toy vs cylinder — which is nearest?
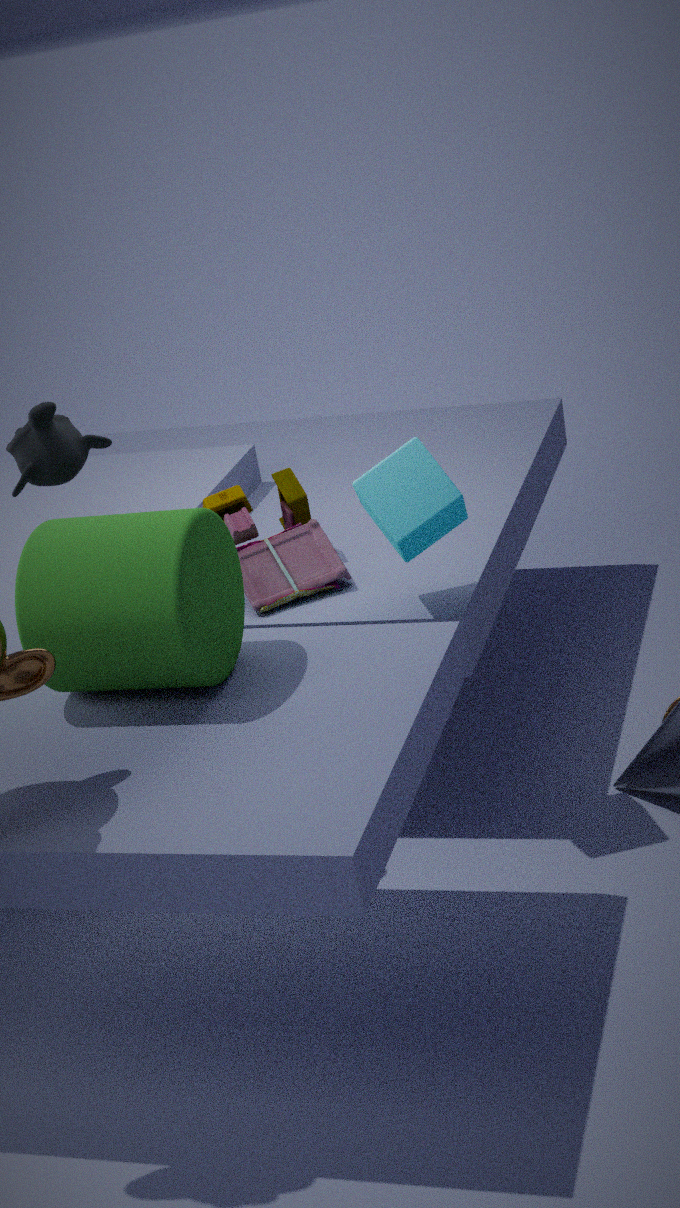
cylinder
